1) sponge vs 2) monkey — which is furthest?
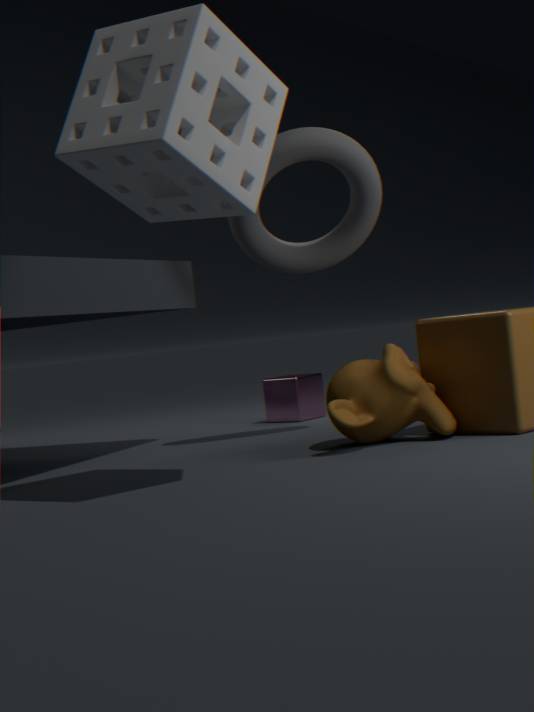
2. monkey
